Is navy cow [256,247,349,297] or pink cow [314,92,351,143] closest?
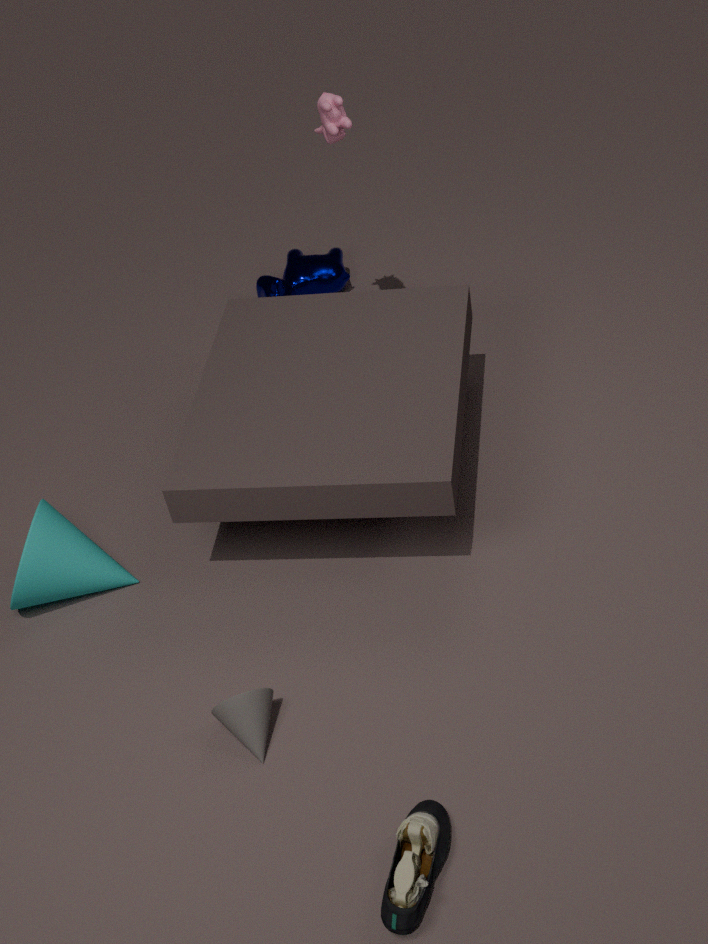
pink cow [314,92,351,143]
